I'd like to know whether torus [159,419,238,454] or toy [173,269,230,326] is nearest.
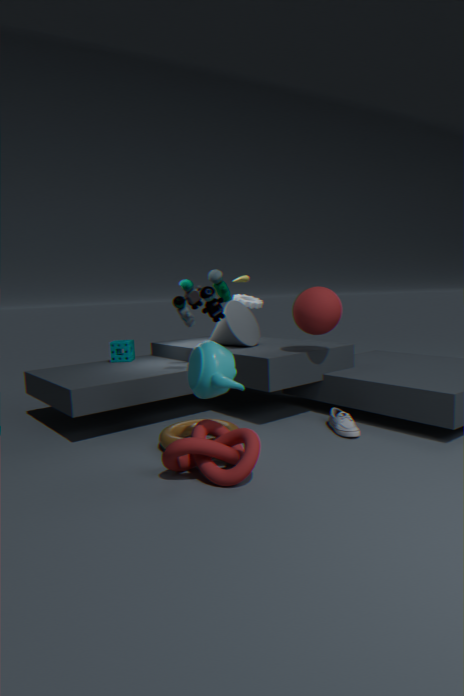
torus [159,419,238,454]
